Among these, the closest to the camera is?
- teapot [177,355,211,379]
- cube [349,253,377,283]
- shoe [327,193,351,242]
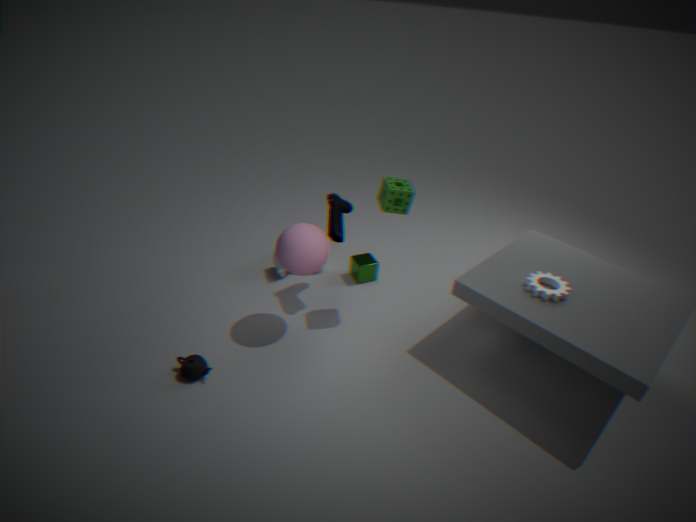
teapot [177,355,211,379]
